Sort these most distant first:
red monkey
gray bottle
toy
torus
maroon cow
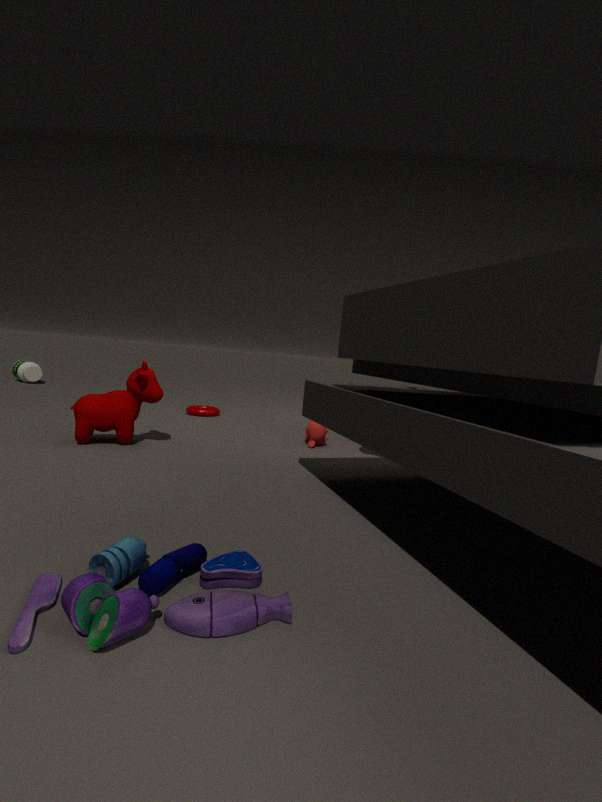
gray bottle, torus, red monkey, maroon cow, toy
